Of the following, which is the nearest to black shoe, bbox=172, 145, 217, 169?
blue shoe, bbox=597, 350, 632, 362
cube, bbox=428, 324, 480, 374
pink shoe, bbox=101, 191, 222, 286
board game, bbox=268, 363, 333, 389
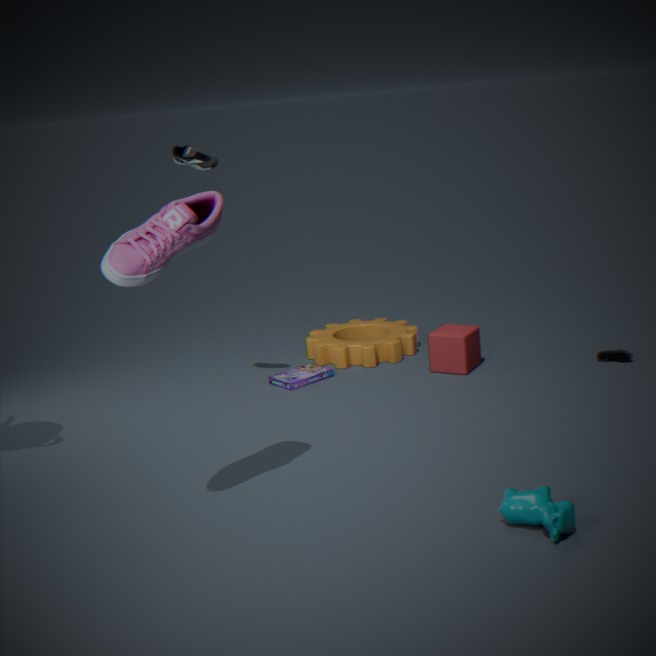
pink shoe, bbox=101, 191, 222, 286
